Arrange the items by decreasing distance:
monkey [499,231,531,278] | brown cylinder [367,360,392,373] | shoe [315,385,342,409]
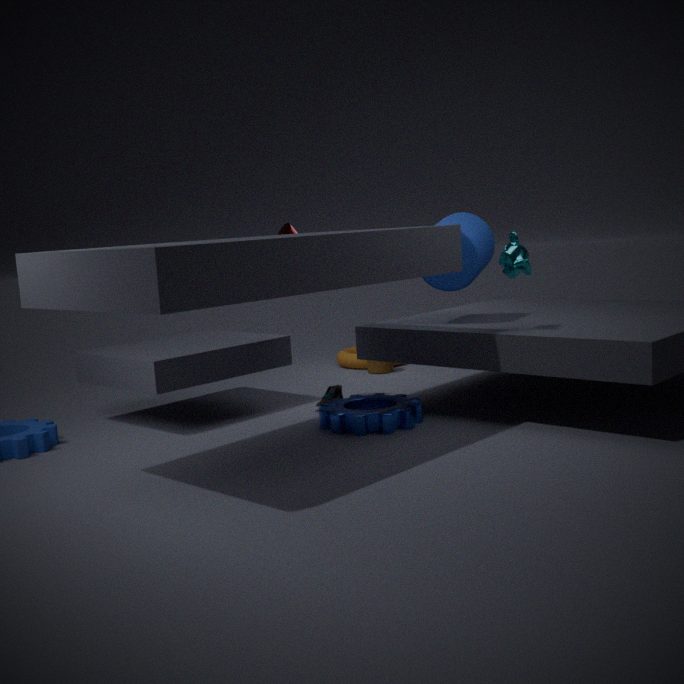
brown cylinder [367,360,392,373]
shoe [315,385,342,409]
monkey [499,231,531,278]
